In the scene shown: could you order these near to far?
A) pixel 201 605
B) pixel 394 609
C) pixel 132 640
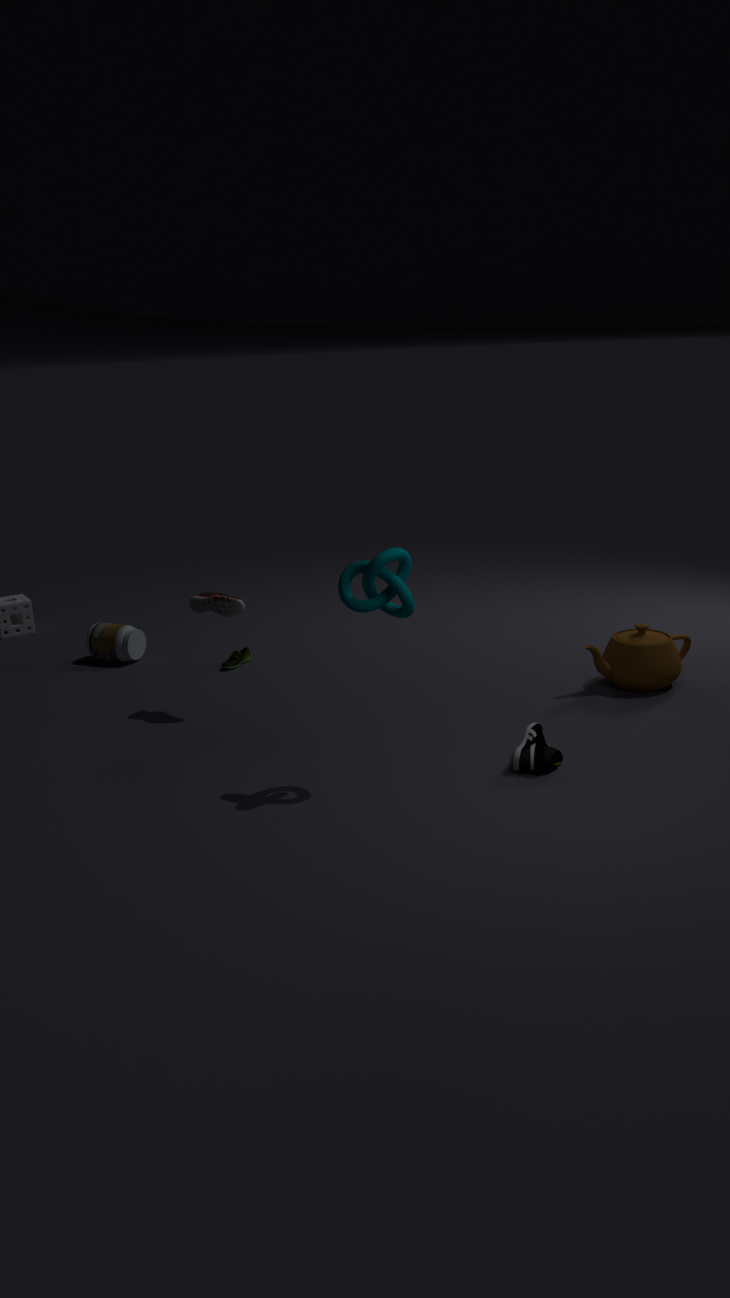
pixel 394 609 < pixel 201 605 < pixel 132 640
